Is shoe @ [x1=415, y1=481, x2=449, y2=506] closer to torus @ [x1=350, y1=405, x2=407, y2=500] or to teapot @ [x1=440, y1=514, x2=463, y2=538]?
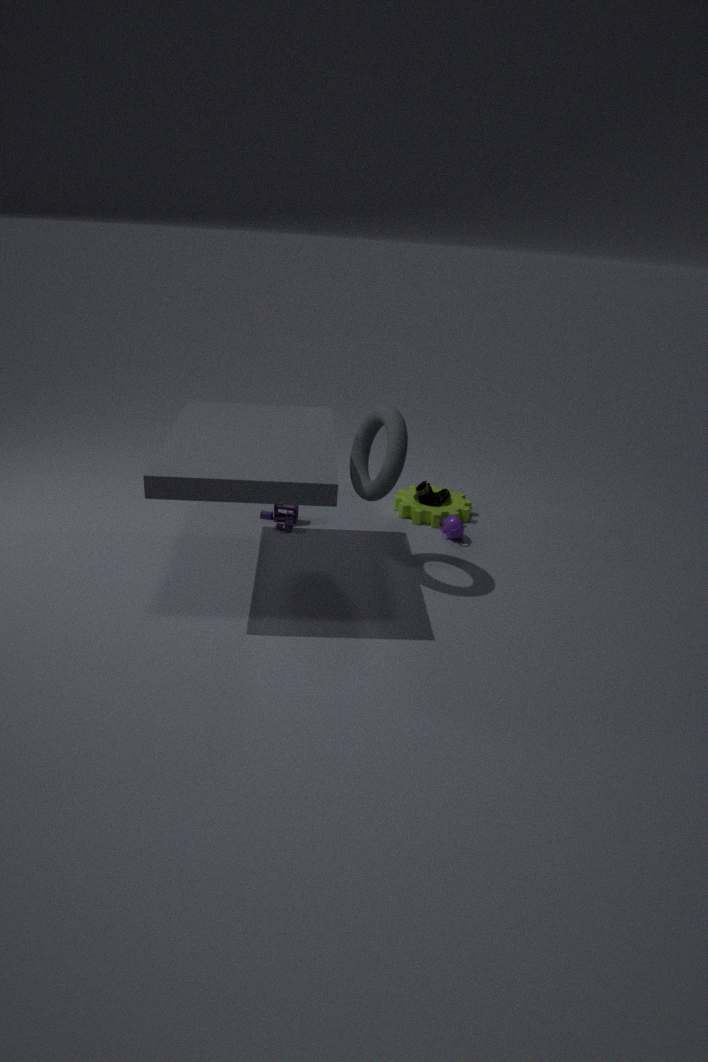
teapot @ [x1=440, y1=514, x2=463, y2=538]
